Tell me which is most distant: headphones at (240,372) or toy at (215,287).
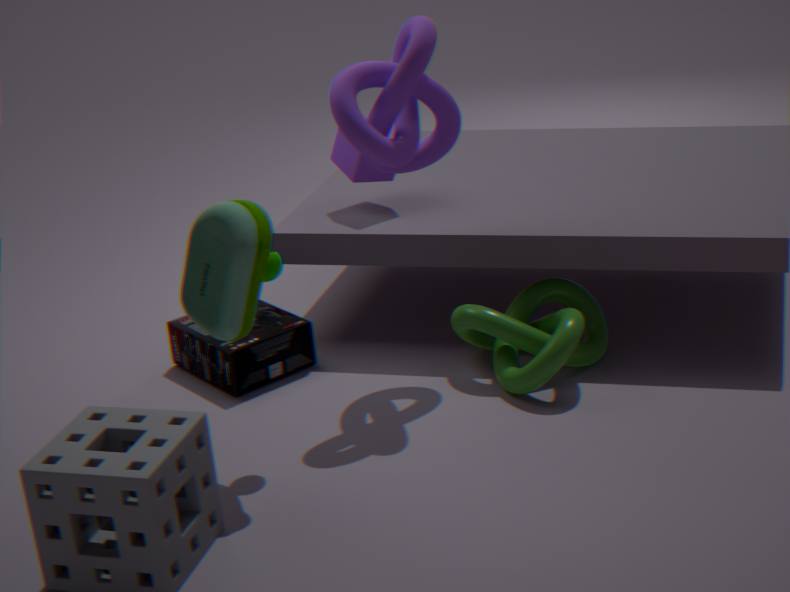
headphones at (240,372)
